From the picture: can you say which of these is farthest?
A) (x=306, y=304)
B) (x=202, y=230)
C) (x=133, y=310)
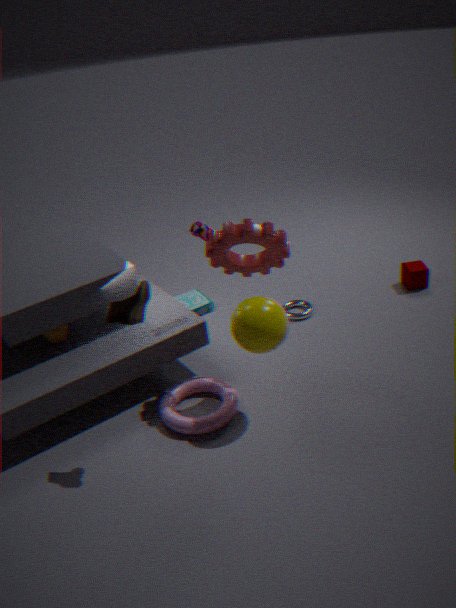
A. (x=306, y=304)
